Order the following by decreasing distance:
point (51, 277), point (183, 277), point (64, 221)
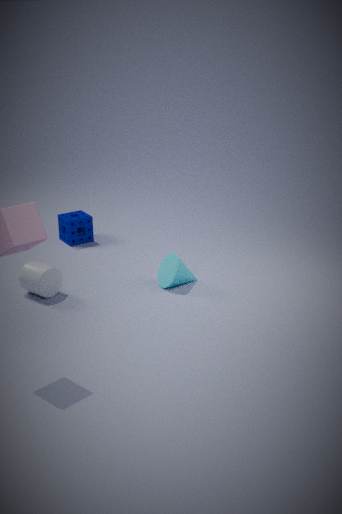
1. point (64, 221)
2. point (183, 277)
3. point (51, 277)
